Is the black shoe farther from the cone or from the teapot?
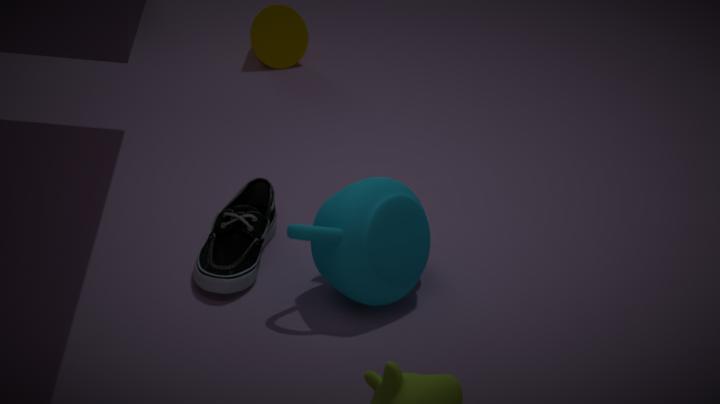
the cone
